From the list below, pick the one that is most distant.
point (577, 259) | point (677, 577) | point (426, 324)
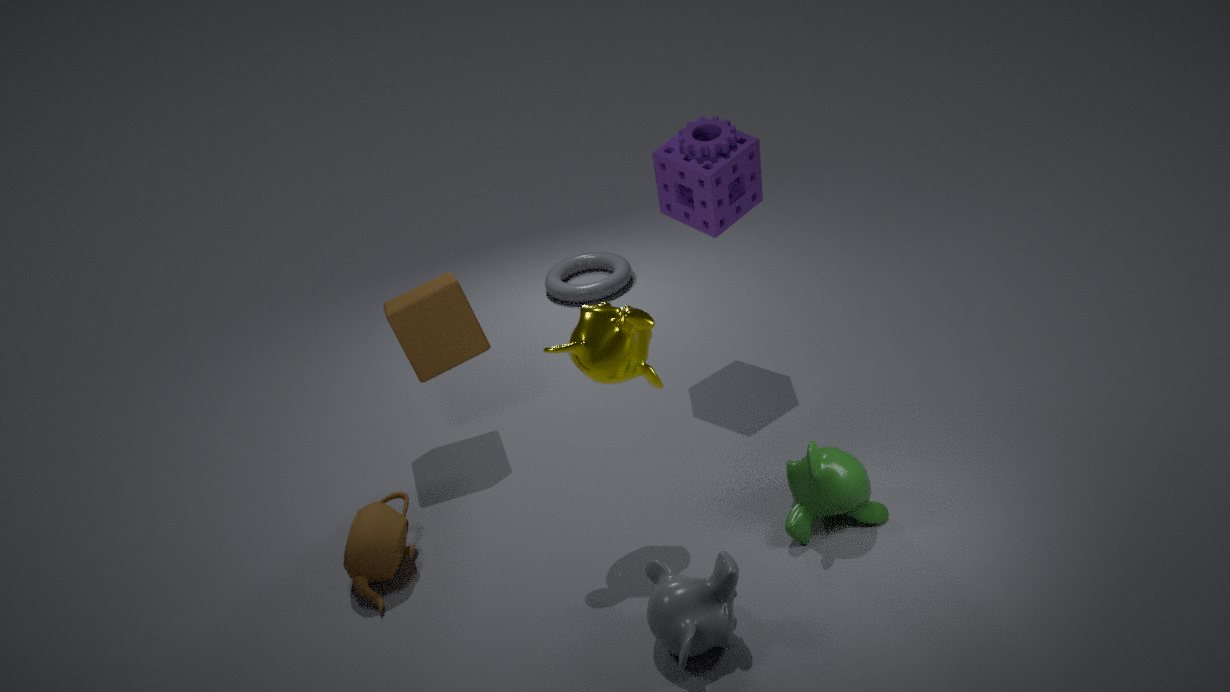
point (577, 259)
